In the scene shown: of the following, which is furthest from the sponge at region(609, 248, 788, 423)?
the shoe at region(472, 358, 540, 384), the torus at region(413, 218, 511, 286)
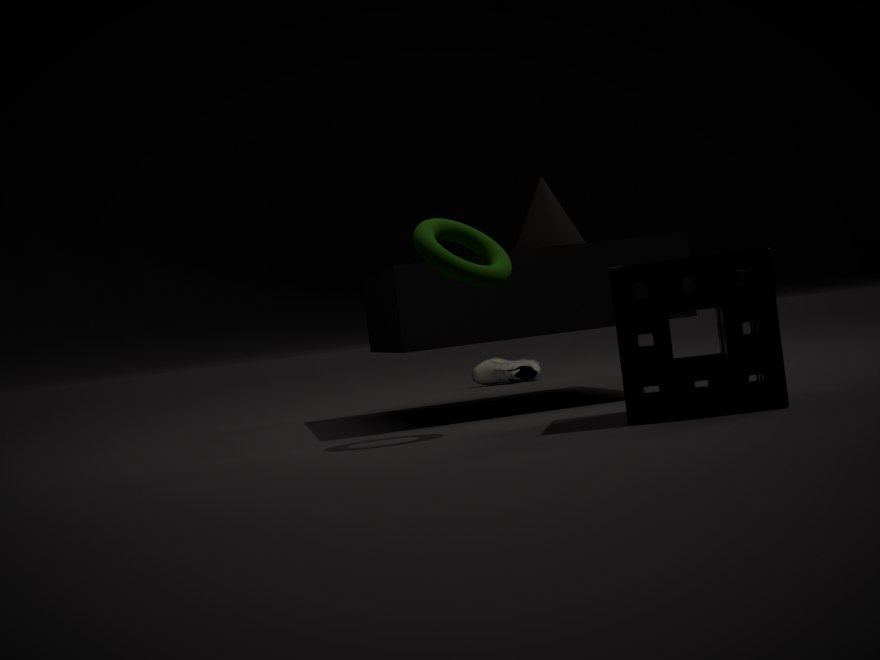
the shoe at region(472, 358, 540, 384)
